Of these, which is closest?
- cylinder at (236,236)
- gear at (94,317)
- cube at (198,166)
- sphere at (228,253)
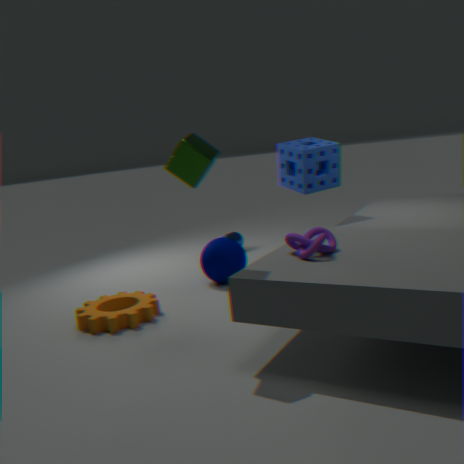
cube at (198,166)
